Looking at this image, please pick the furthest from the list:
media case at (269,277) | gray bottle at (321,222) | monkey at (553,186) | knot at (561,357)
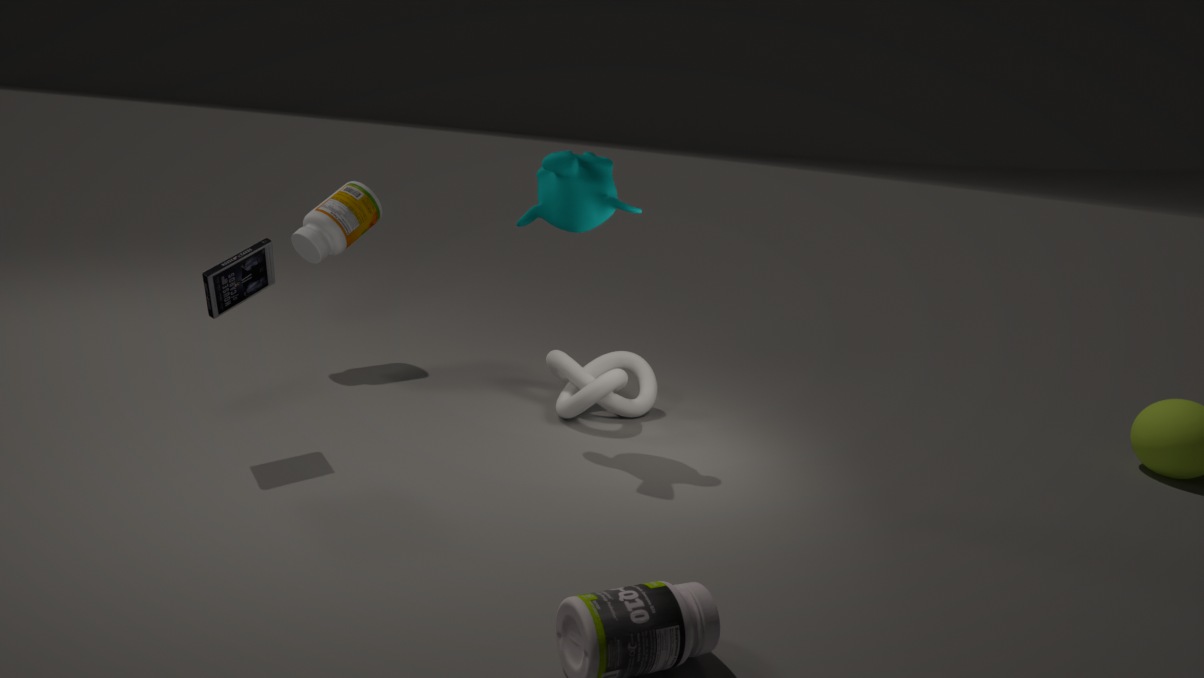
gray bottle at (321,222)
